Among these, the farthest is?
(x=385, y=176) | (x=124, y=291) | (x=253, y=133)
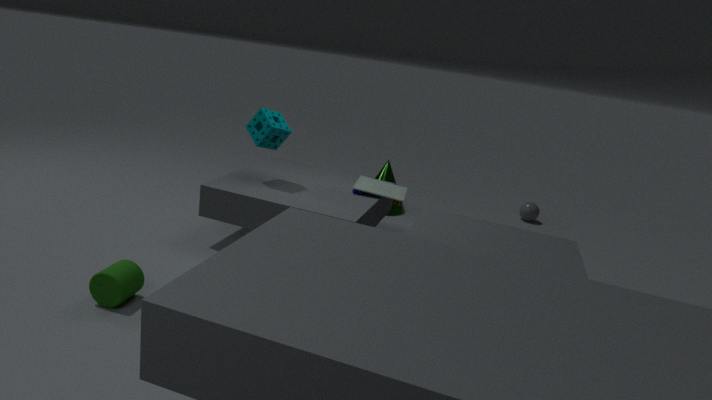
(x=385, y=176)
